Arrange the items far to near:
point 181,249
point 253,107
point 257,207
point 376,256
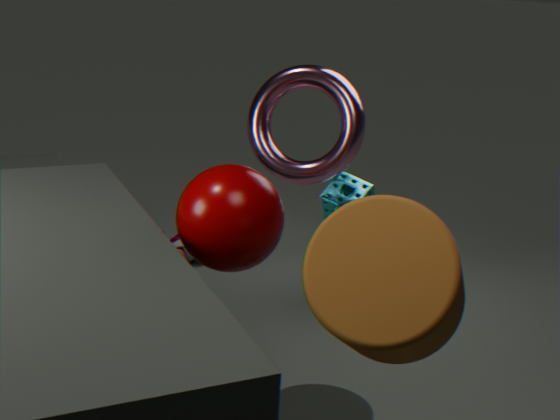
point 181,249
point 253,107
point 257,207
point 376,256
